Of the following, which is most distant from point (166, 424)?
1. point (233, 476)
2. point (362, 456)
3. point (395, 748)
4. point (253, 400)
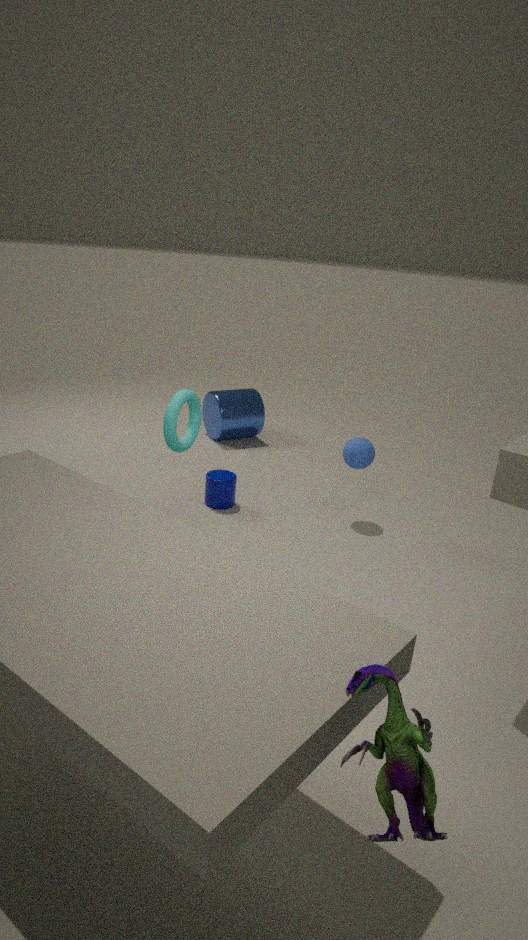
point (253, 400)
